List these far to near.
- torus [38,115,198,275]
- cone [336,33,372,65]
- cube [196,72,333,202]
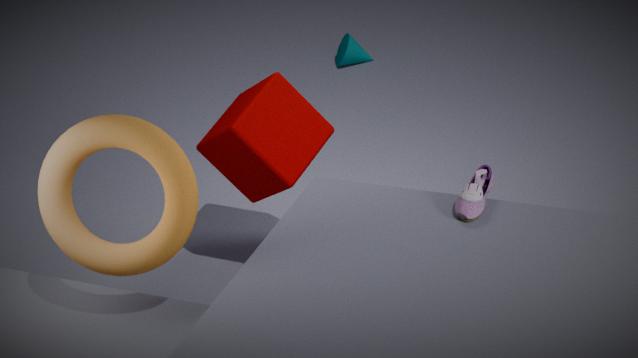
cone [336,33,372,65] → cube [196,72,333,202] → torus [38,115,198,275]
